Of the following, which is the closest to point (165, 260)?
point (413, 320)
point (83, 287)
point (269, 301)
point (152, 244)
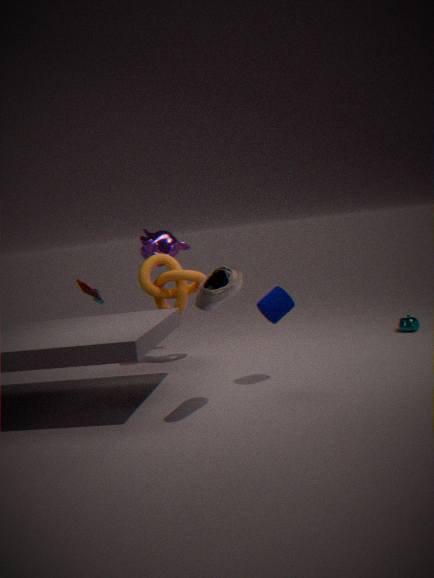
point (152, 244)
